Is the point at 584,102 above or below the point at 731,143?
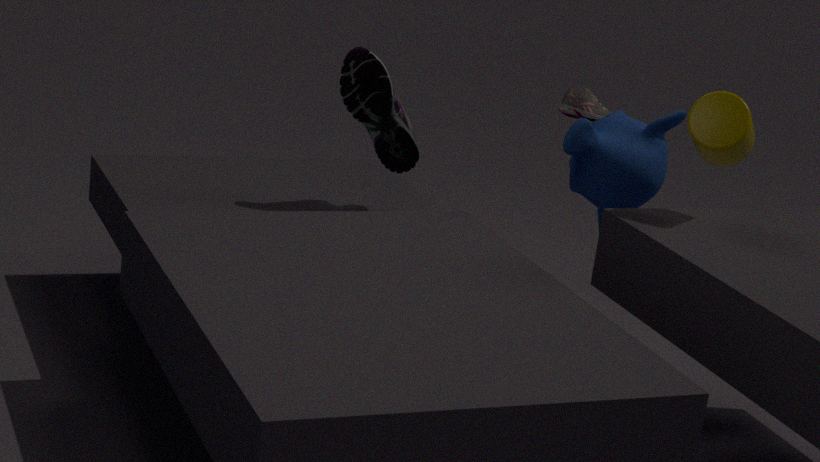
below
